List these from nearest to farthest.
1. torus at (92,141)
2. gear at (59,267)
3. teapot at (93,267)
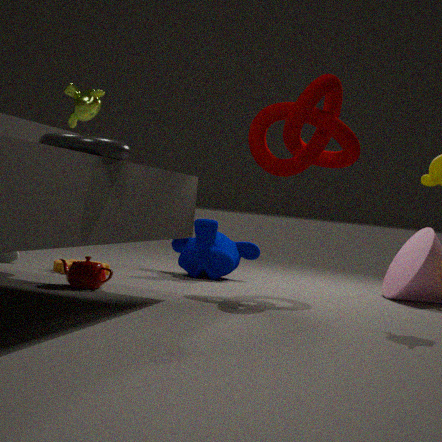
torus at (92,141) < teapot at (93,267) < gear at (59,267)
